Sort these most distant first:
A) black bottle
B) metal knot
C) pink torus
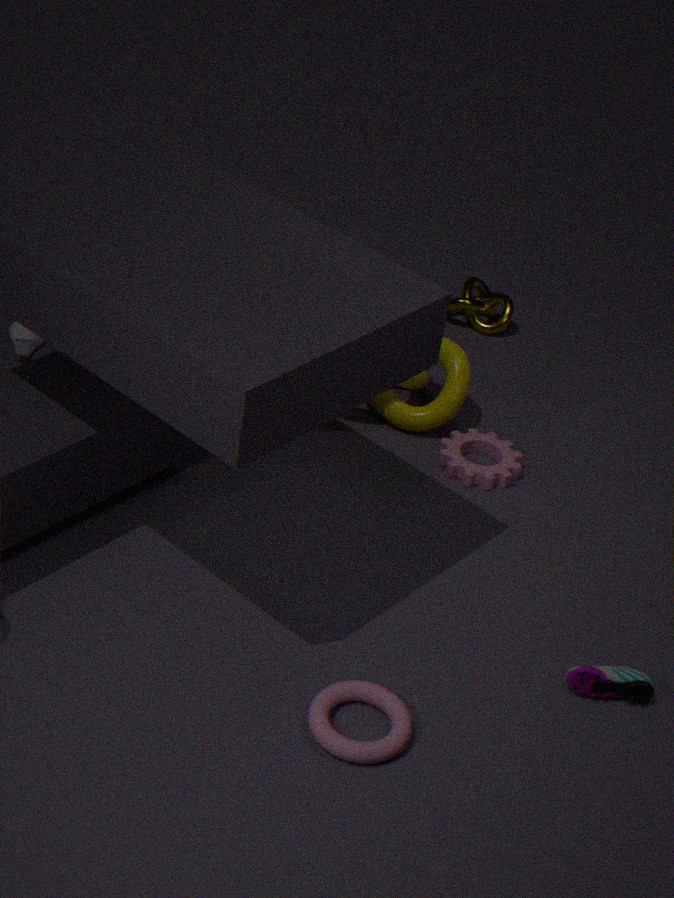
metal knot < black bottle < pink torus
